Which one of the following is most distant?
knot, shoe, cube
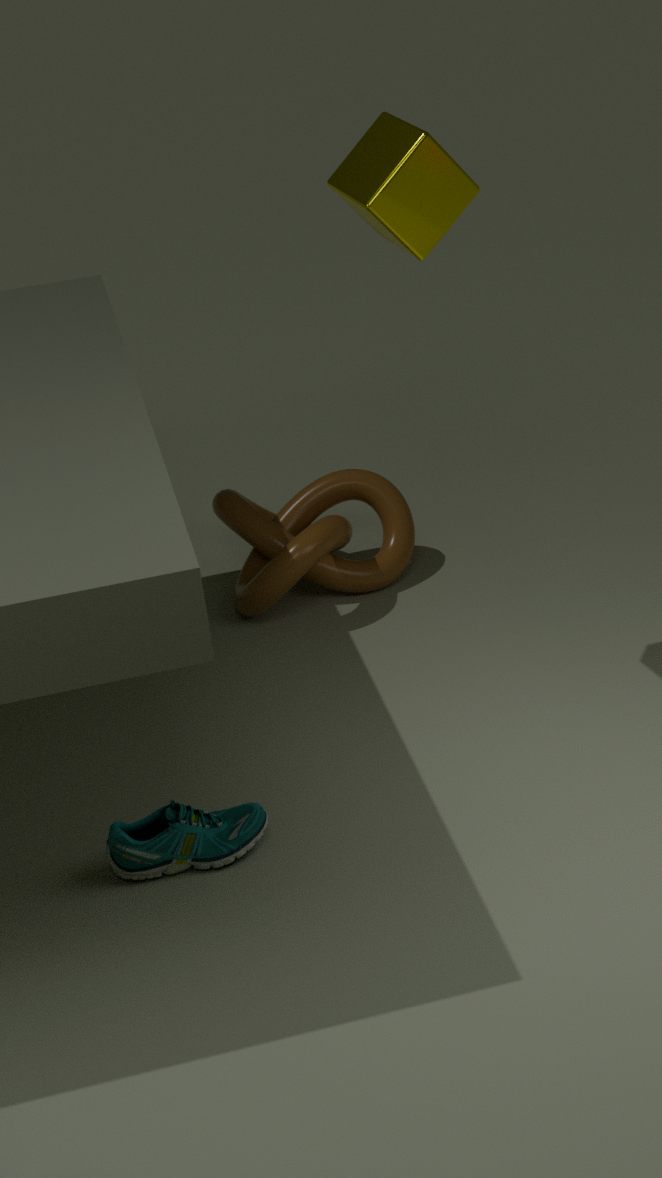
knot
